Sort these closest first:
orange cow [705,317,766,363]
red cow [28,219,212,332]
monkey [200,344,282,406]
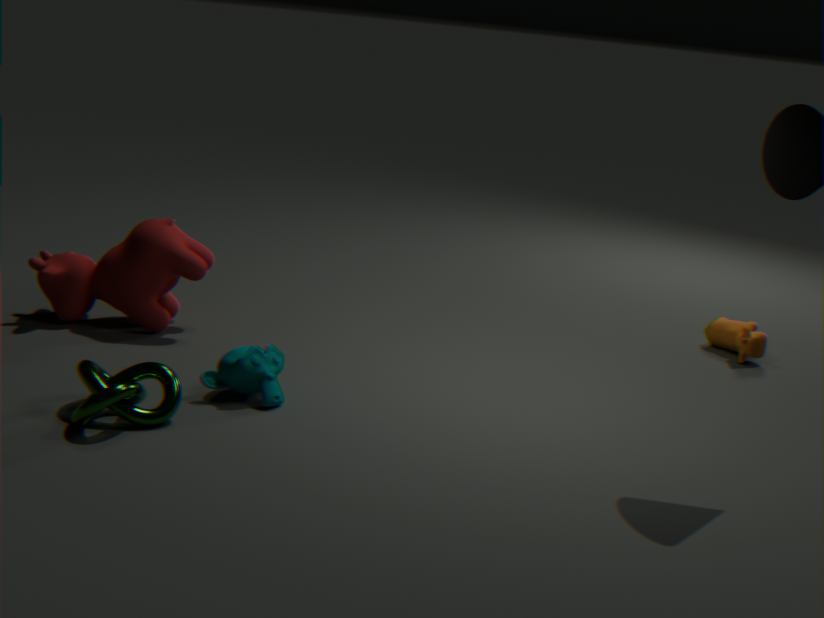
monkey [200,344,282,406] < red cow [28,219,212,332] < orange cow [705,317,766,363]
